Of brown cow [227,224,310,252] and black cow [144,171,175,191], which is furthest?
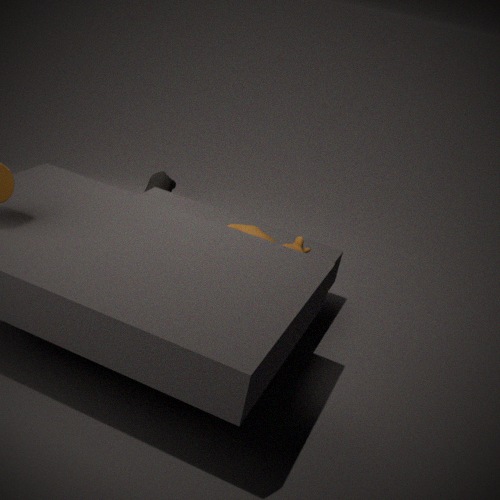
black cow [144,171,175,191]
